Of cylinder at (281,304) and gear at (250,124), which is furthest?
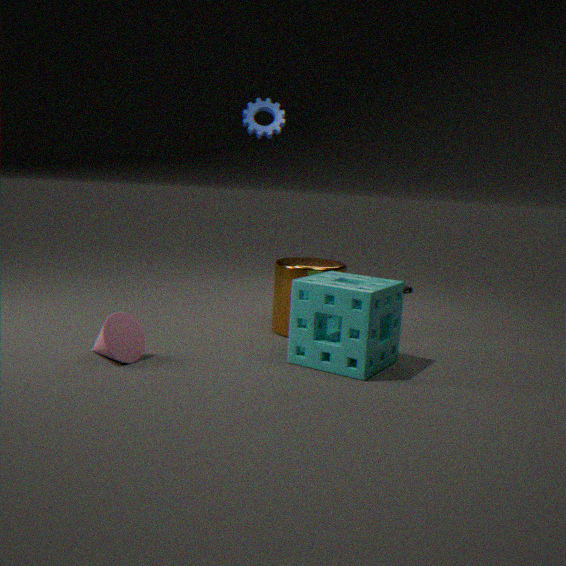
gear at (250,124)
